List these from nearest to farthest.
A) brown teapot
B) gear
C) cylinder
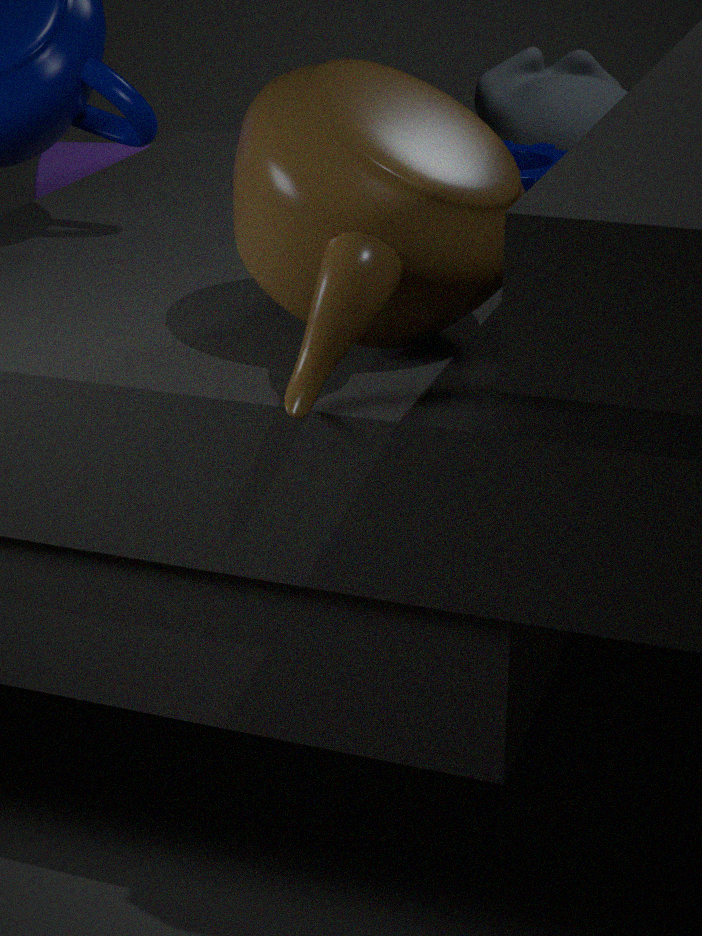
brown teapot → gear → cylinder
